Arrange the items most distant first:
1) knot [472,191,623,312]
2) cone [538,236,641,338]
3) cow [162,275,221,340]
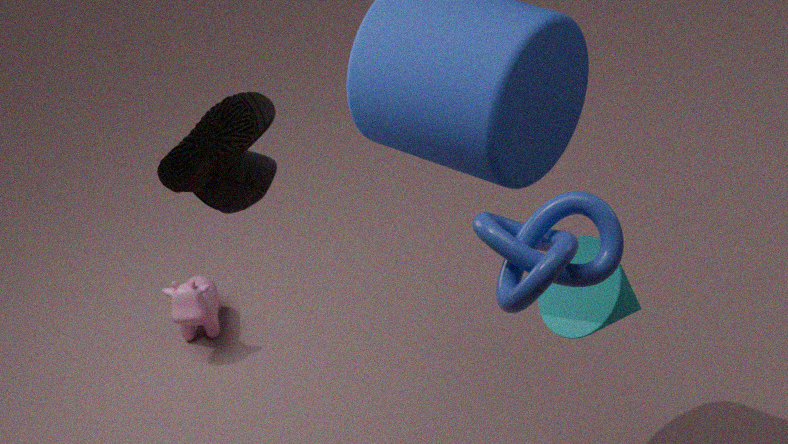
3. cow [162,275,221,340]
2. cone [538,236,641,338]
1. knot [472,191,623,312]
